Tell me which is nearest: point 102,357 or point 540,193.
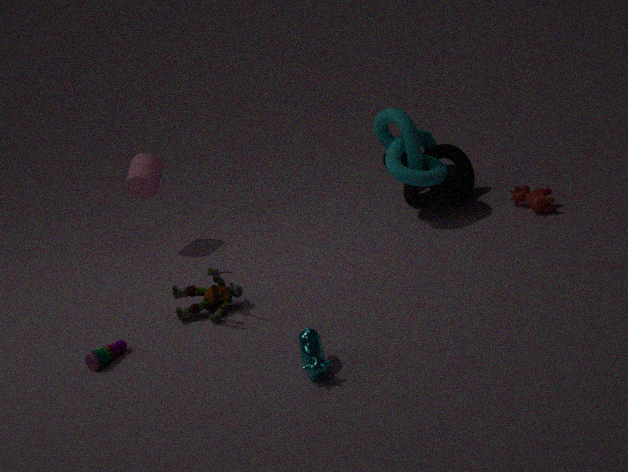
point 102,357
